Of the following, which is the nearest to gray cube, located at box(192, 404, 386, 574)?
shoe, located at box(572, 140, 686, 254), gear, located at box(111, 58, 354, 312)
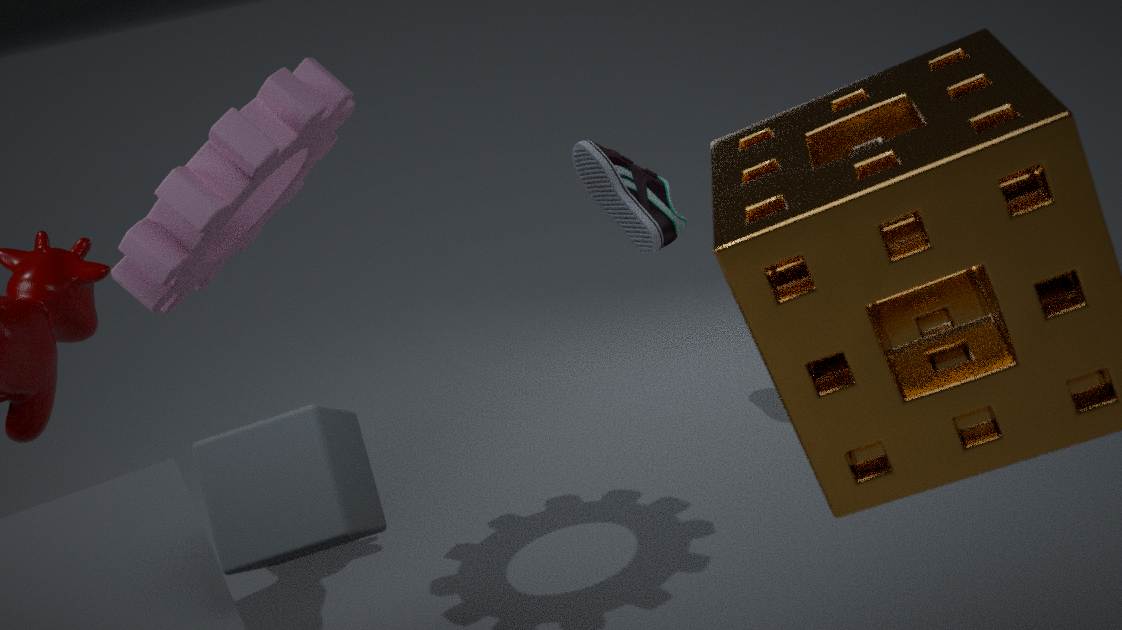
gear, located at box(111, 58, 354, 312)
